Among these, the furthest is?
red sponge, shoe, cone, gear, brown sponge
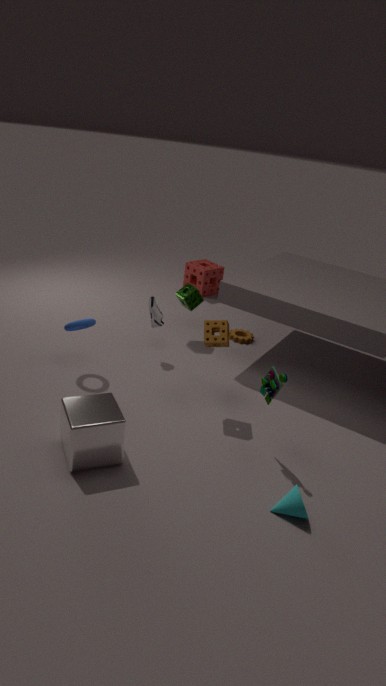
red sponge
